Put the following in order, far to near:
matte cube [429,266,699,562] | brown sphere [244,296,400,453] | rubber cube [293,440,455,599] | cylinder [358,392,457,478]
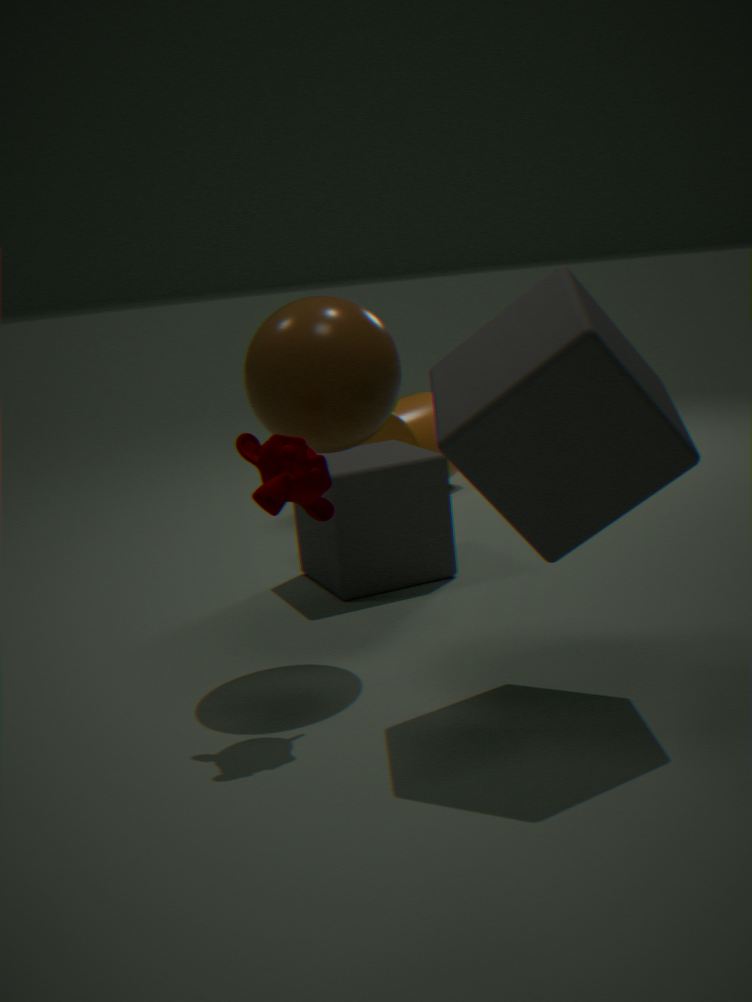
cylinder [358,392,457,478] < rubber cube [293,440,455,599] < brown sphere [244,296,400,453] < matte cube [429,266,699,562]
